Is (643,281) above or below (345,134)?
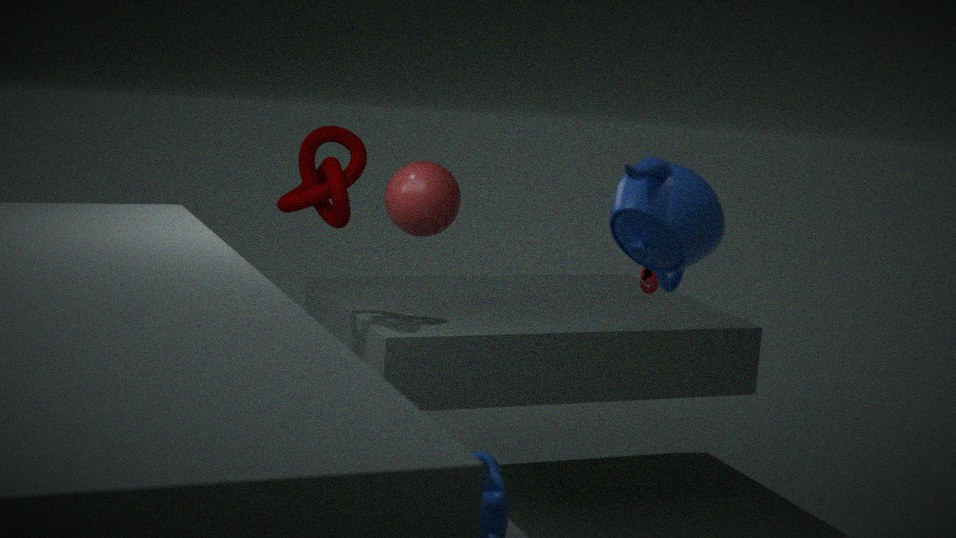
below
